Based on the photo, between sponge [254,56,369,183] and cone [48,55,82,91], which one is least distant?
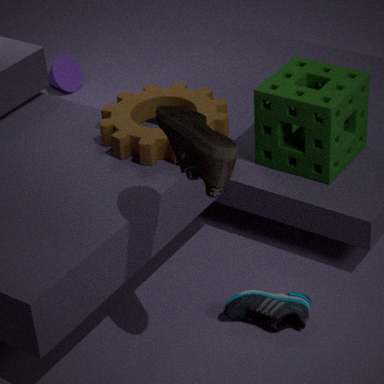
sponge [254,56,369,183]
